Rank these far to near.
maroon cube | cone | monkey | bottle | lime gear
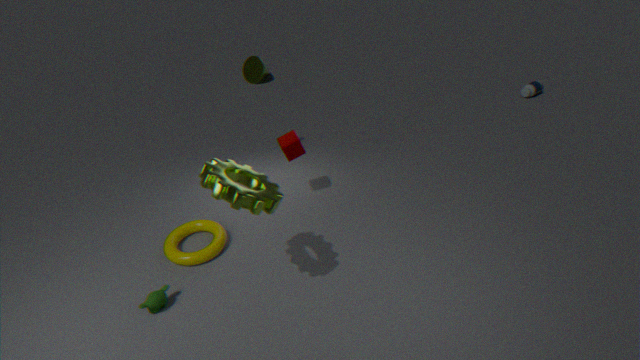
cone
bottle
maroon cube
monkey
lime gear
